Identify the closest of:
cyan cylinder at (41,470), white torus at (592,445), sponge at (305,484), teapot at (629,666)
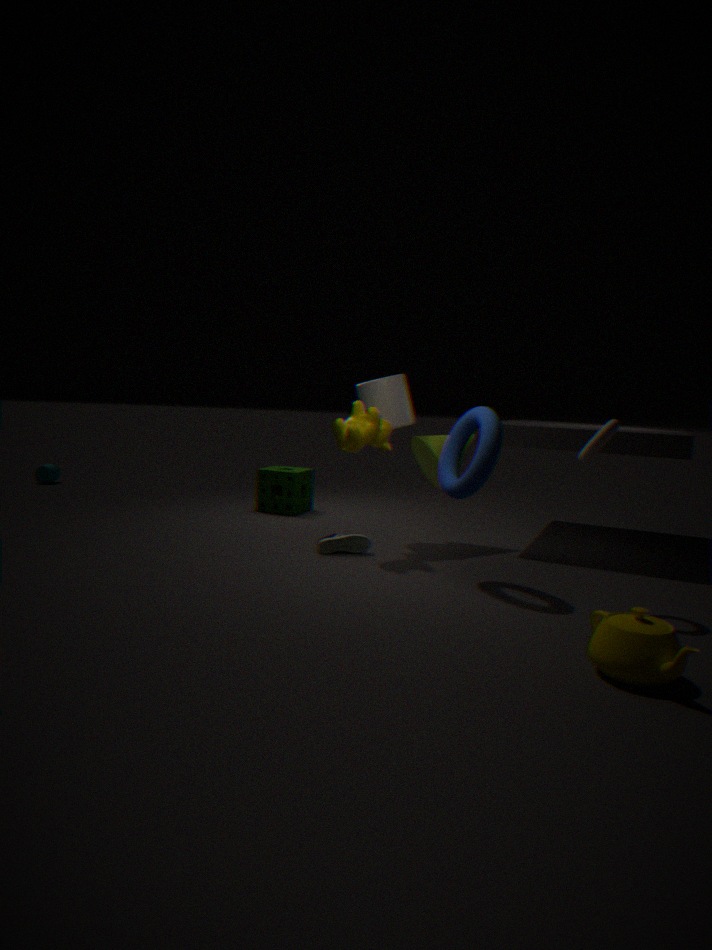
teapot at (629,666)
